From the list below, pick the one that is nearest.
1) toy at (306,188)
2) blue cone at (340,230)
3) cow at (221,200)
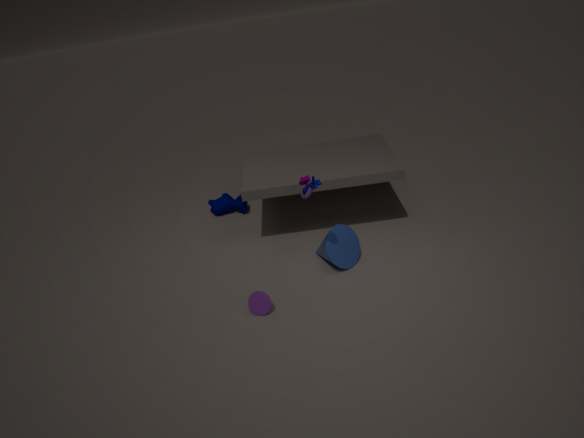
1. toy at (306,188)
